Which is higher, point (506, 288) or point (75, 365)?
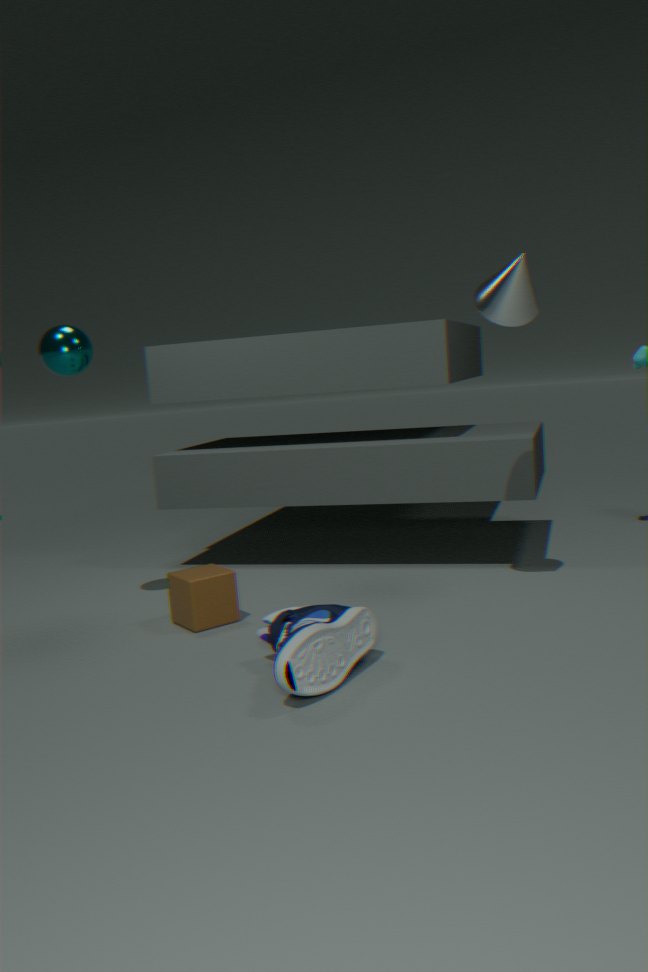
point (506, 288)
